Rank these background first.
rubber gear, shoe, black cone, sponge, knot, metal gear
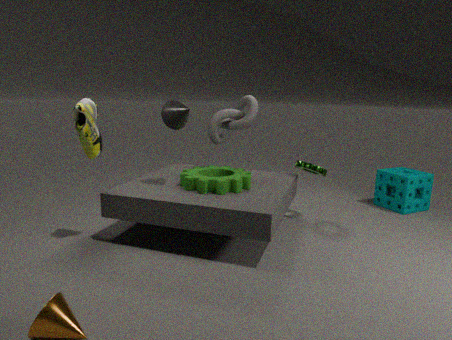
sponge
knot
metal gear
rubber gear
black cone
shoe
